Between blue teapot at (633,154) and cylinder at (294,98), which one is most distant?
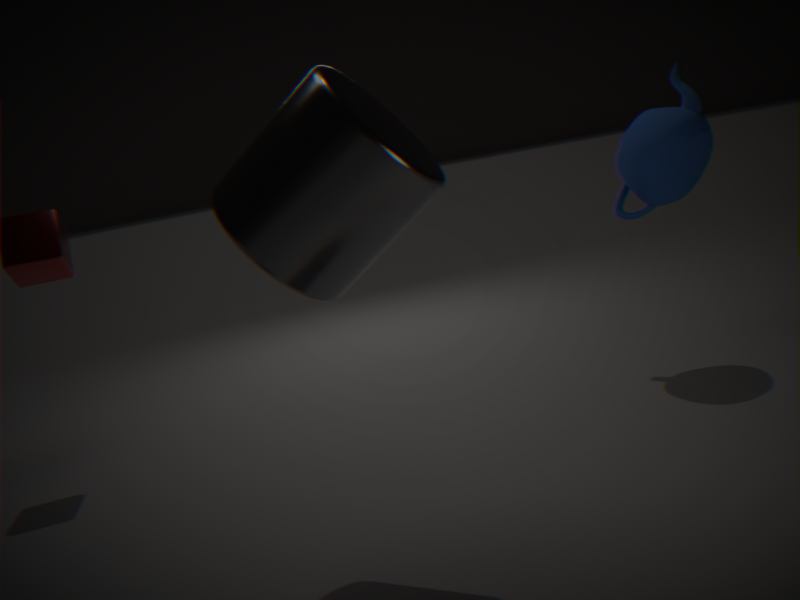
blue teapot at (633,154)
